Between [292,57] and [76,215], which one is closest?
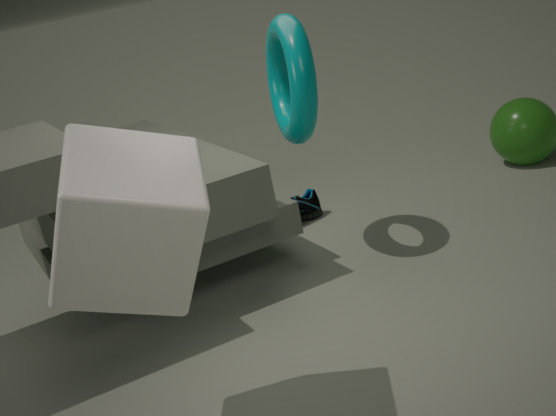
[76,215]
